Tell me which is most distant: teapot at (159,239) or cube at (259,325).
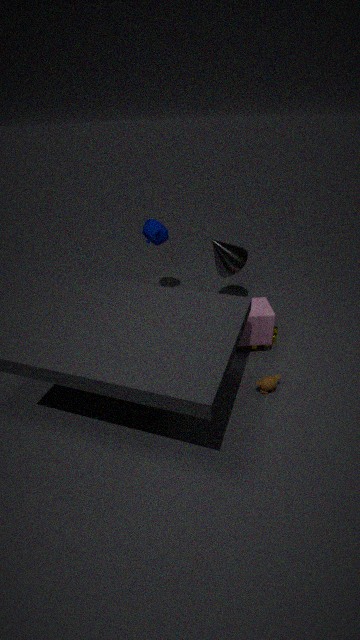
teapot at (159,239)
